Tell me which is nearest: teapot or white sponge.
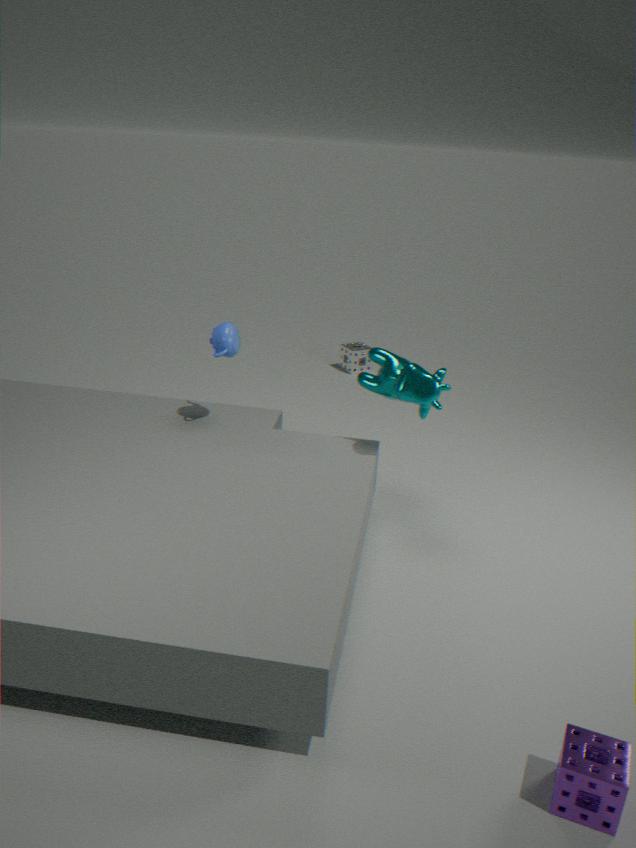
teapot
